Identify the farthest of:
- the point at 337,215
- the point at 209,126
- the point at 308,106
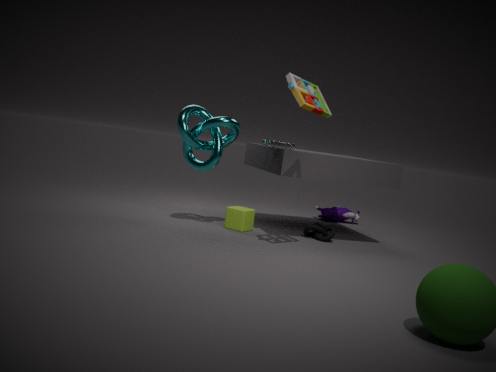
Result: the point at 337,215
